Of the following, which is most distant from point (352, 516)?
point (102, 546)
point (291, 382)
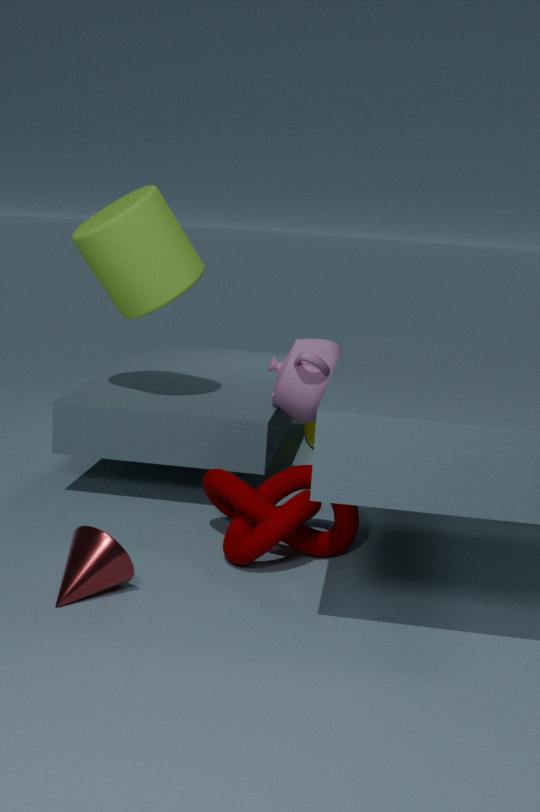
point (102, 546)
